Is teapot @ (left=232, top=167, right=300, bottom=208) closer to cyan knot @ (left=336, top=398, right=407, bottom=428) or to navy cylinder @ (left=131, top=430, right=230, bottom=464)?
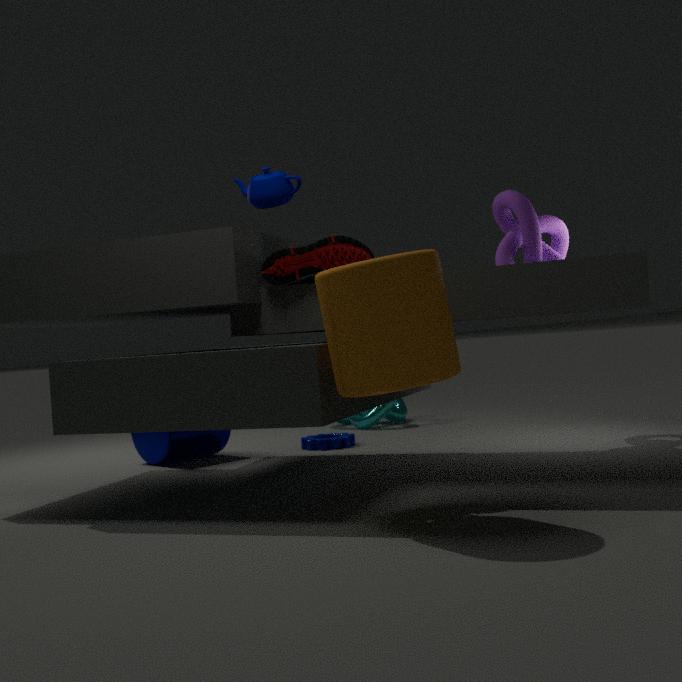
navy cylinder @ (left=131, top=430, right=230, bottom=464)
